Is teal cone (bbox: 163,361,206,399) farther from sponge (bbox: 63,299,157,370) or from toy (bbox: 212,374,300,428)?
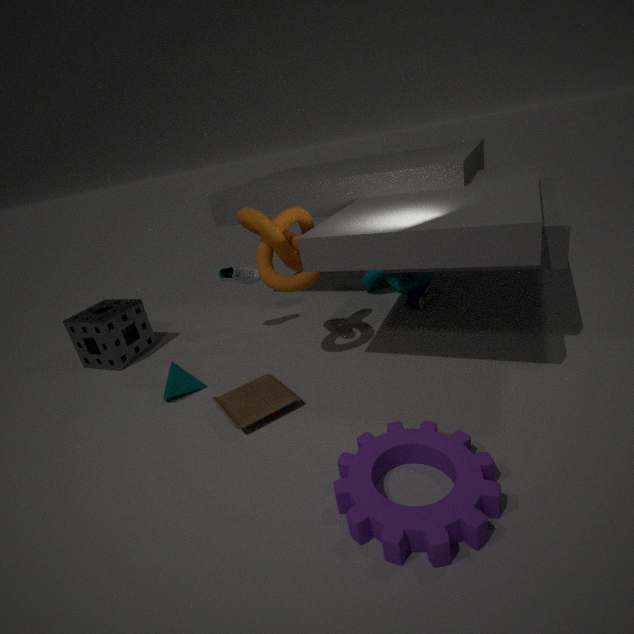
sponge (bbox: 63,299,157,370)
